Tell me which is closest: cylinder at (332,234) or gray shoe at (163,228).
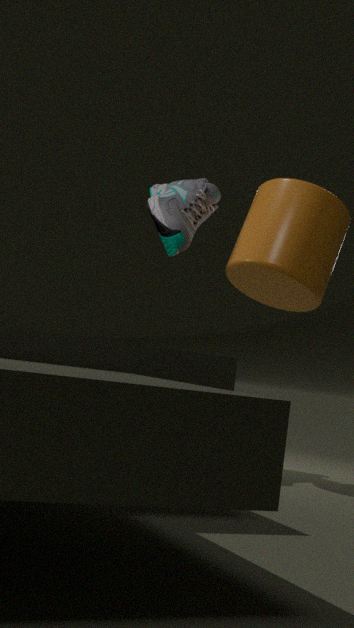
cylinder at (332,234)
